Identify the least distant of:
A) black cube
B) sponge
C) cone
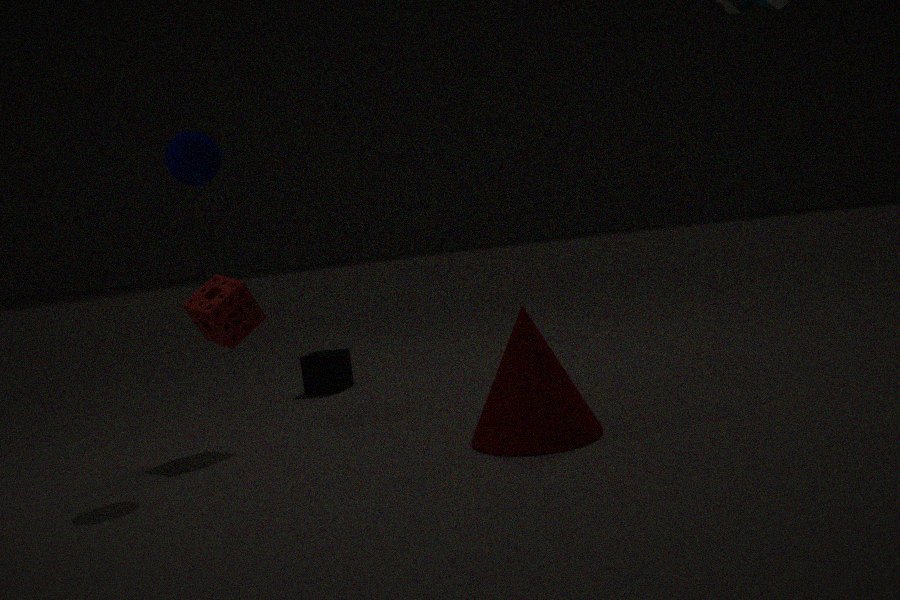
cone
